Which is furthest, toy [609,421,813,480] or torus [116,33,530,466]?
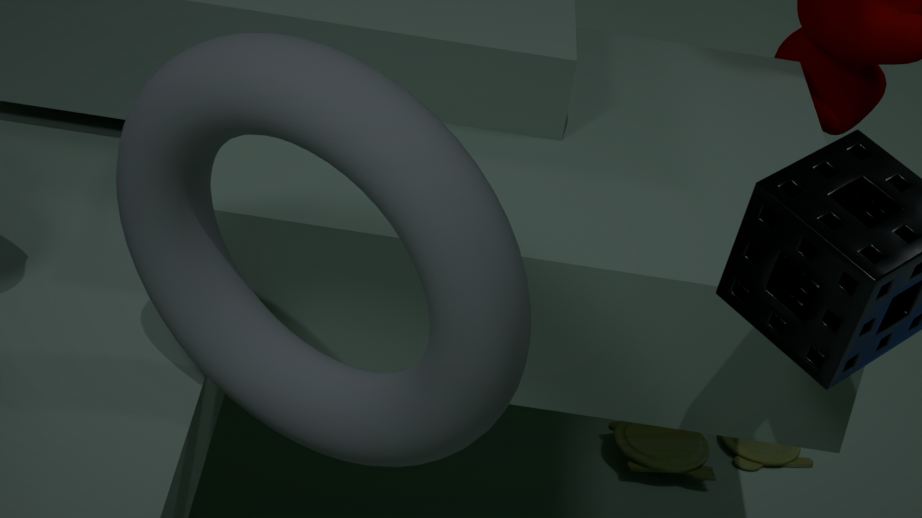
toy [609,421,813,480]
